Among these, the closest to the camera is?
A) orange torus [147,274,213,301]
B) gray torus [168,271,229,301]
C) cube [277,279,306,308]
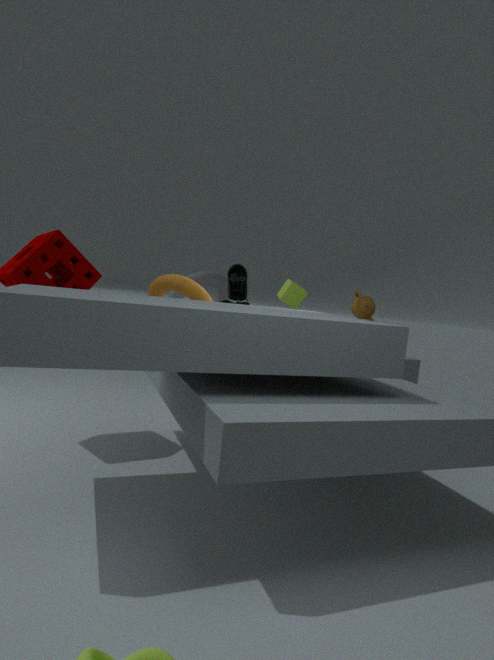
orange torus [147,274,213,301]
